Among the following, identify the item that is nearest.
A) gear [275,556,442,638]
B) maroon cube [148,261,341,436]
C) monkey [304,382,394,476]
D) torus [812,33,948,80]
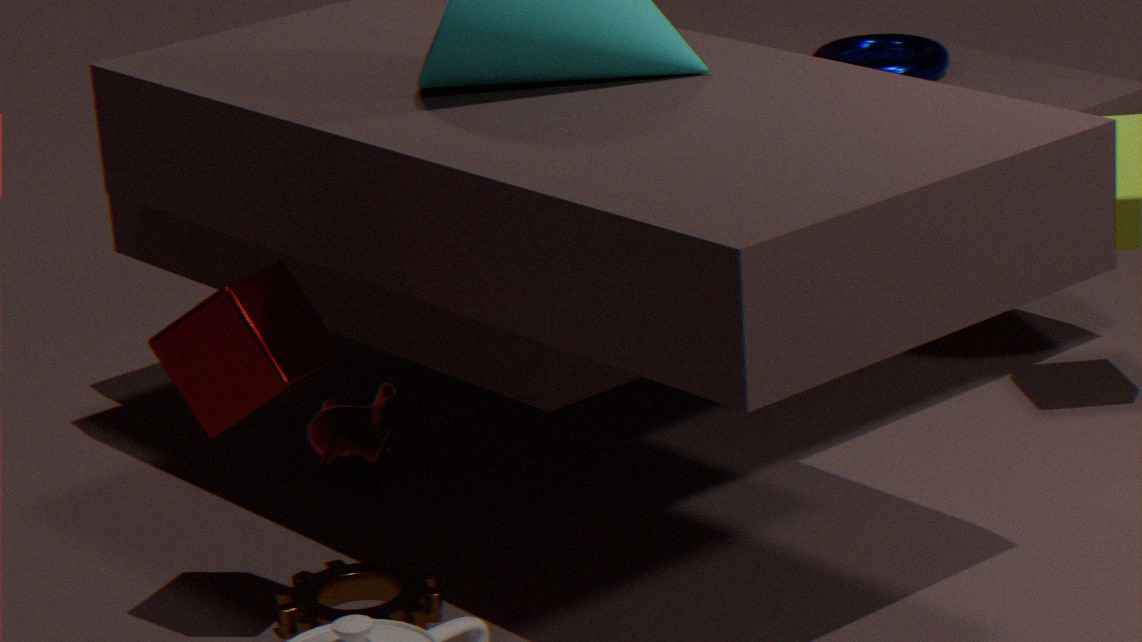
maroon cube [148,261,341,436]
